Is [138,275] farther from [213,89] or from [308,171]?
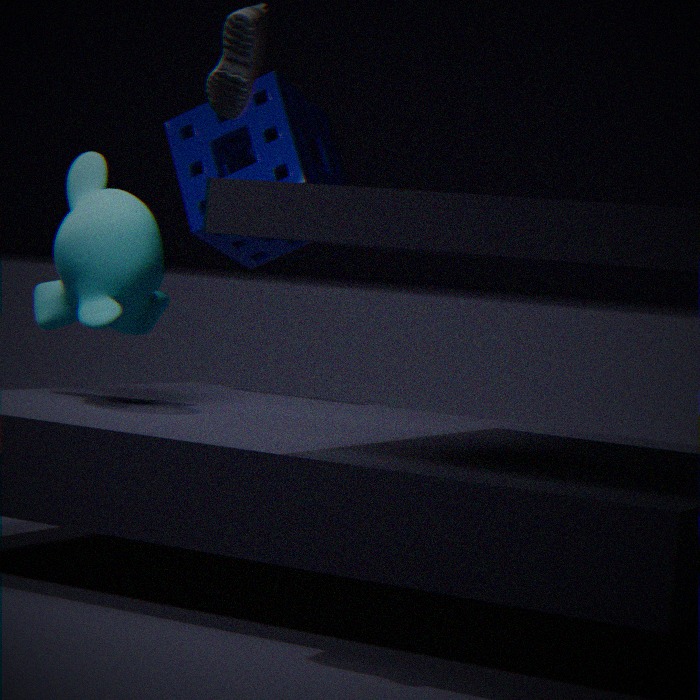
[308,171]
